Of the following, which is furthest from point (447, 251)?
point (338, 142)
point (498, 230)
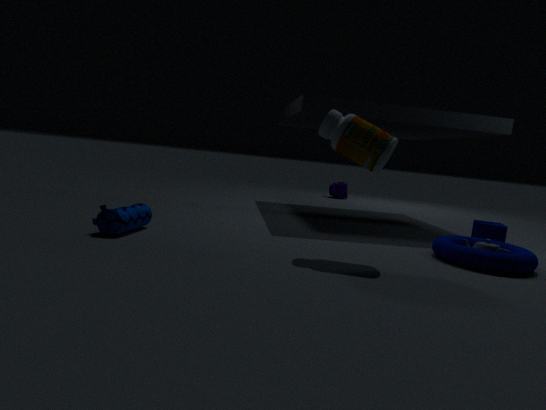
point (338, 142)
